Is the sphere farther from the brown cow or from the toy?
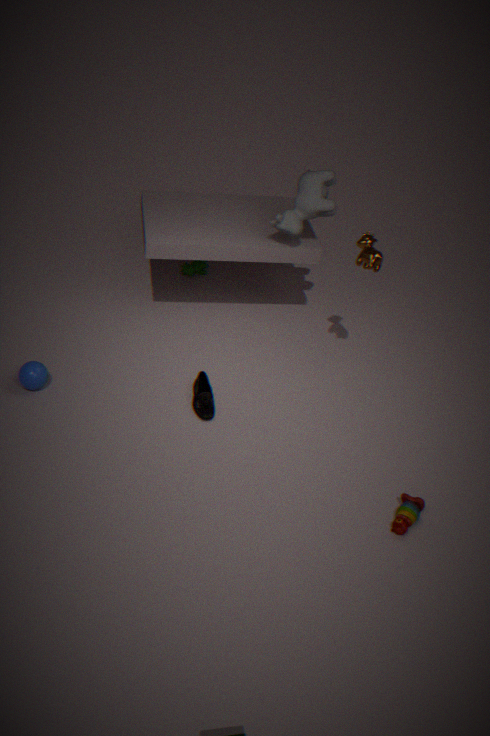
the toy
